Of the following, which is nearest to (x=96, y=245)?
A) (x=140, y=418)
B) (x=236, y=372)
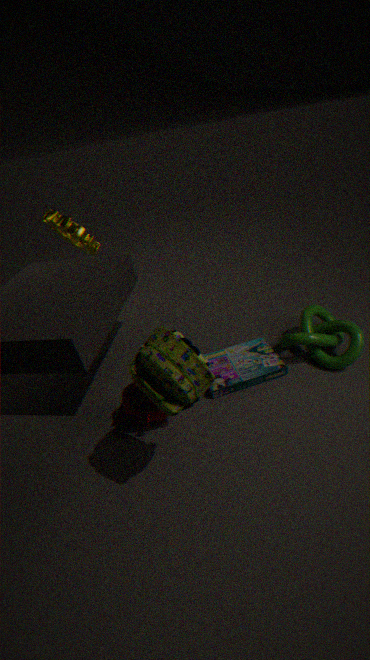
(x=140, y=418)
